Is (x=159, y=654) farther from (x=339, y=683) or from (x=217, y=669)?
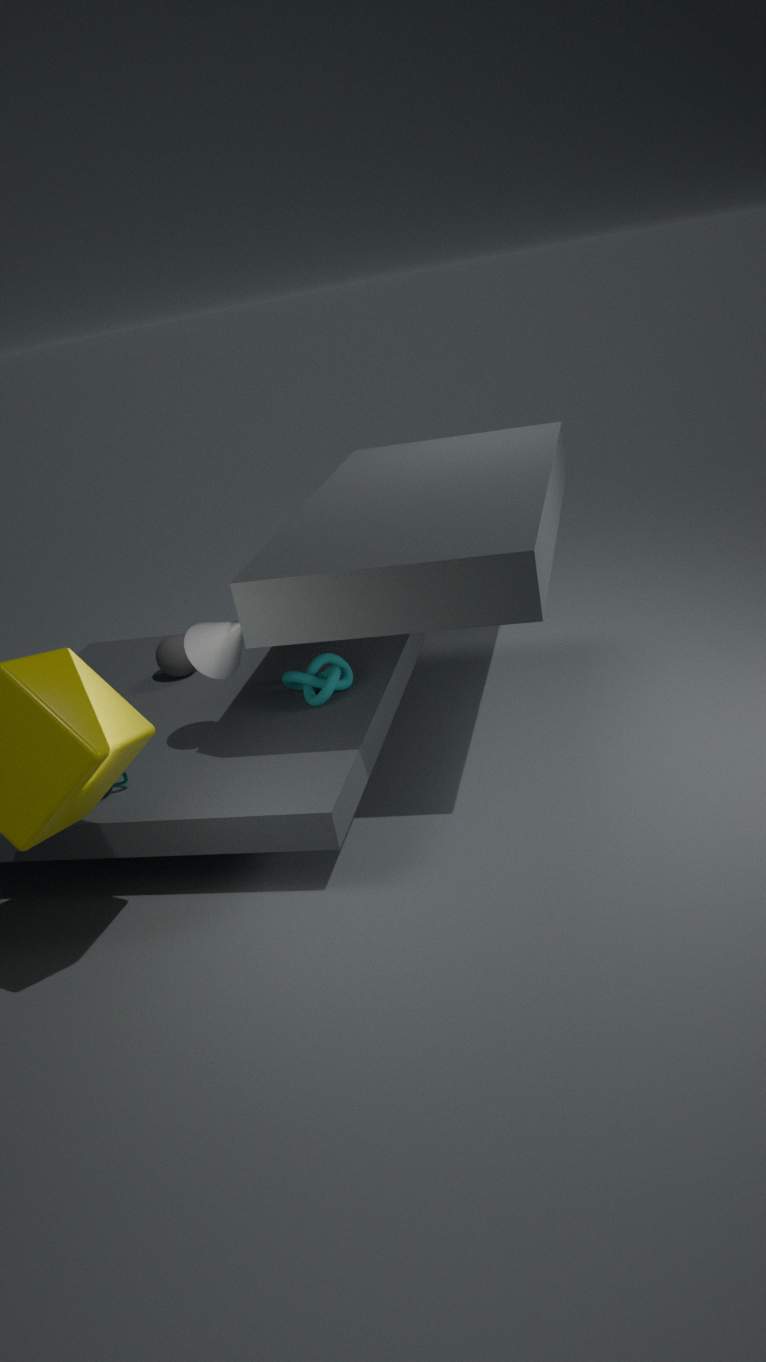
(x=217, y=669)
